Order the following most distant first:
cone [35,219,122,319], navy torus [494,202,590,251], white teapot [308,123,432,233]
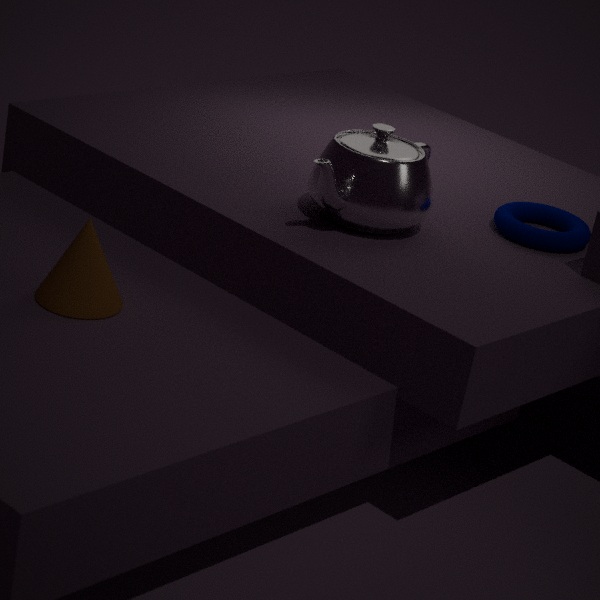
navy torus [494,202,590,251] < white teapot [308,123,432,233] < cone [35,219,122,319]
